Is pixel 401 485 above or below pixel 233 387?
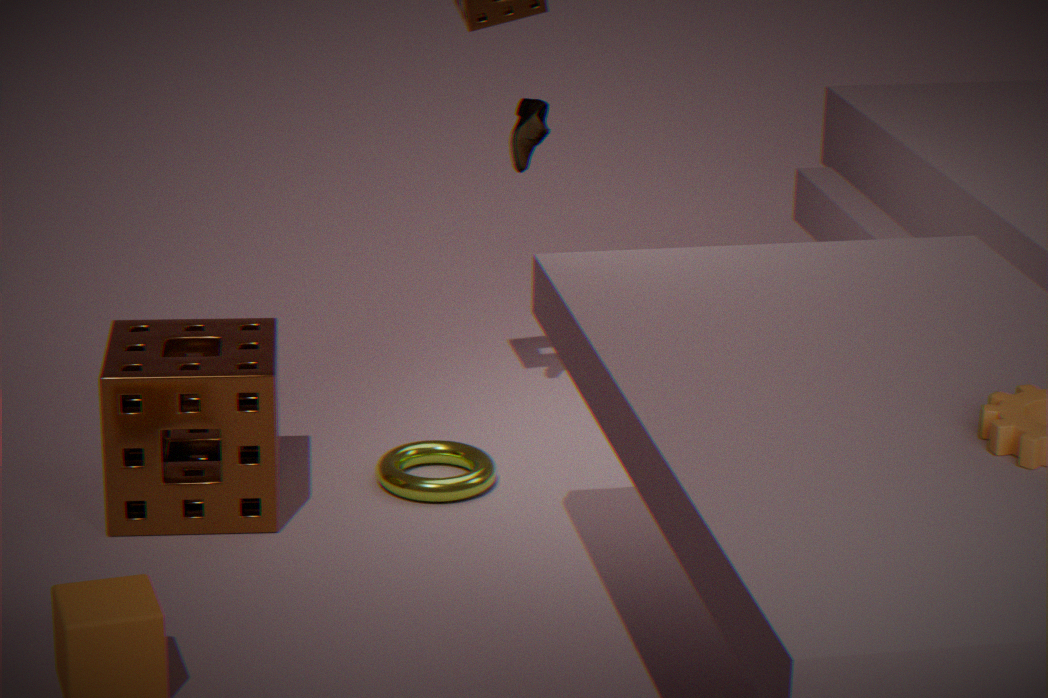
below
